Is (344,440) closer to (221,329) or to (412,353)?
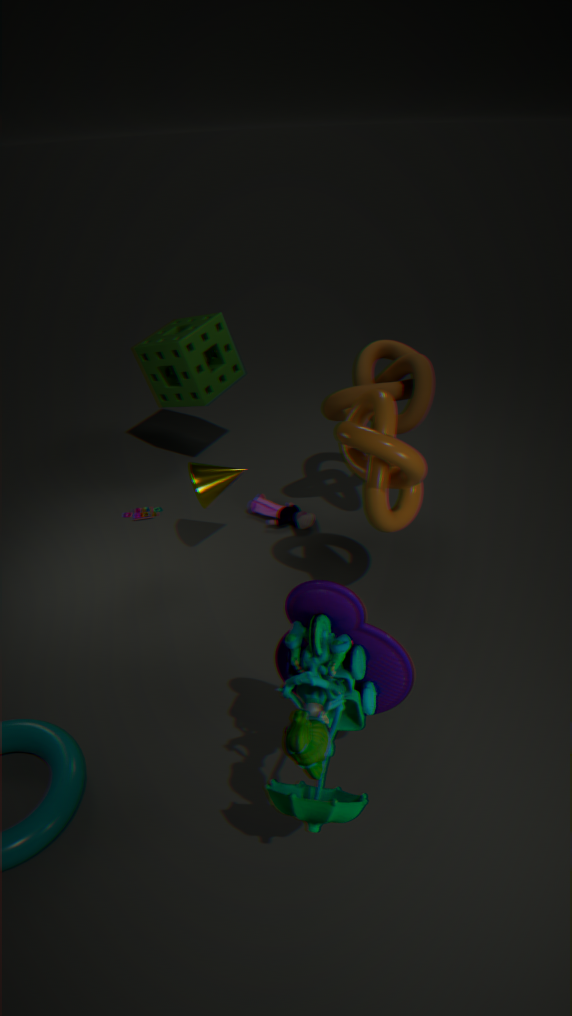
(412,353)
